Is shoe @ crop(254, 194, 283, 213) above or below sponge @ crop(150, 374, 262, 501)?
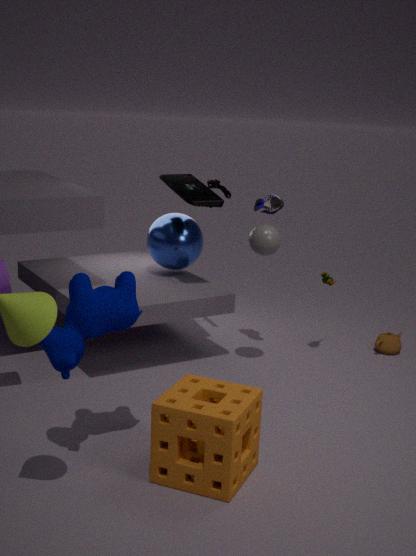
above
